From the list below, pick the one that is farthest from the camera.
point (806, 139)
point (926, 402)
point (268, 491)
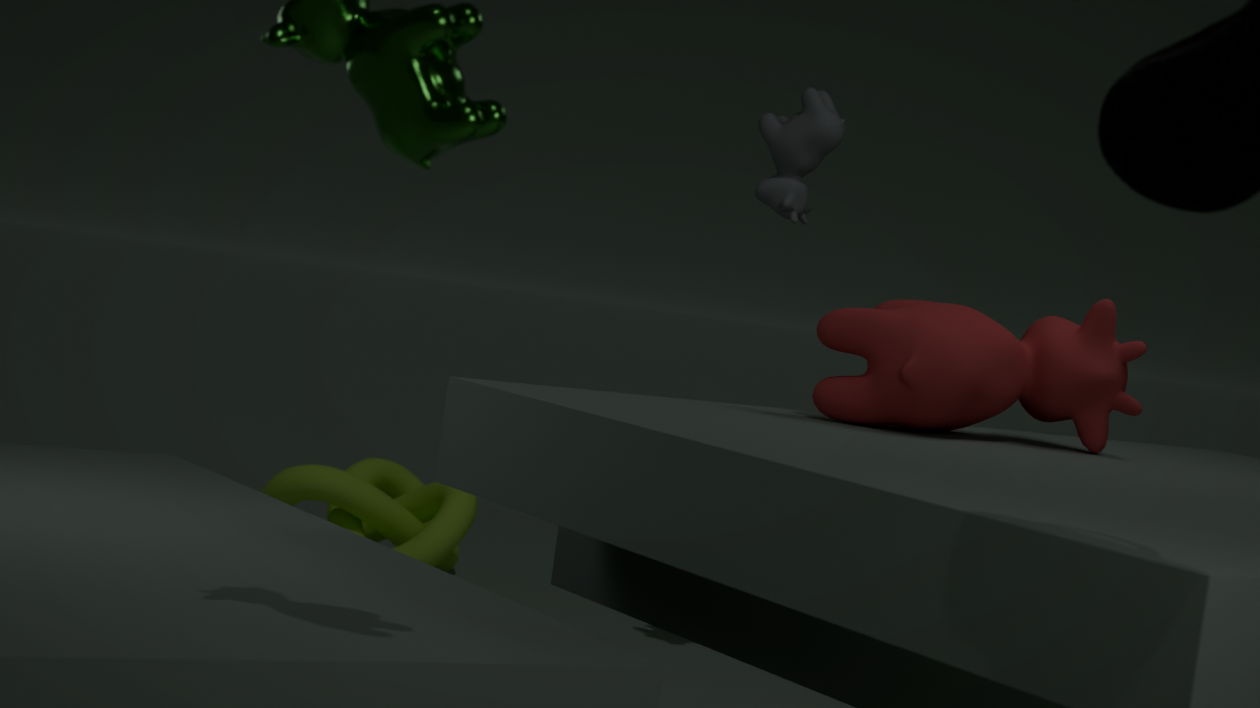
point (268, 491)
